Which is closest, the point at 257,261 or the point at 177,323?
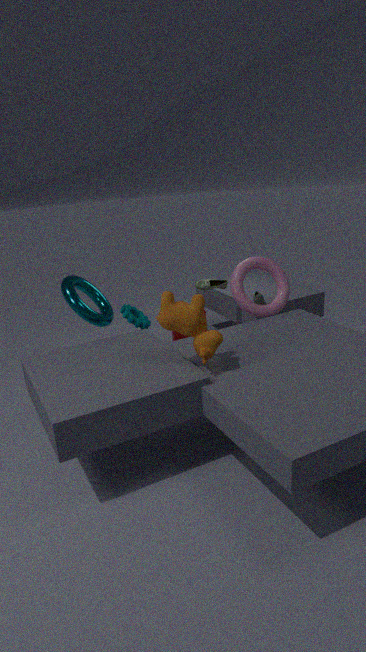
the point at 177,323
